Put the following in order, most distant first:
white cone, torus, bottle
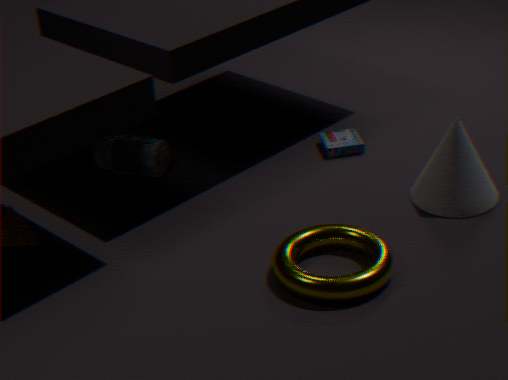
bottle < white cone < torus
